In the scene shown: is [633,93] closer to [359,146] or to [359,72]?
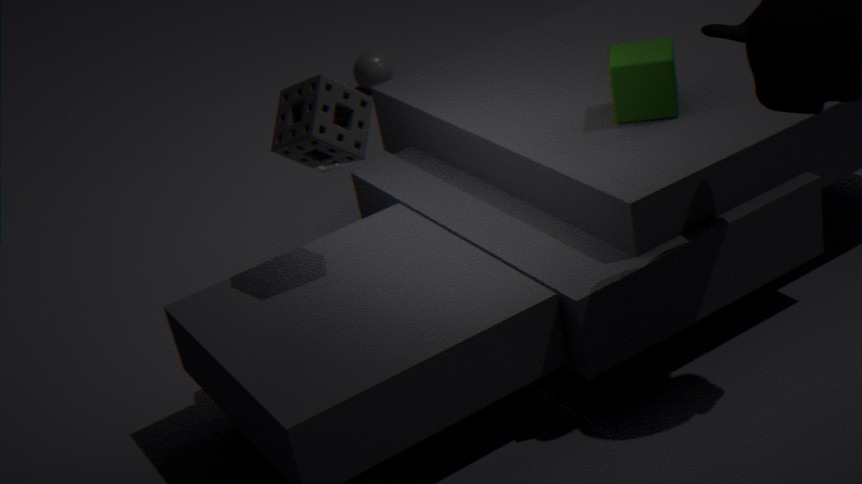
[359,146]
